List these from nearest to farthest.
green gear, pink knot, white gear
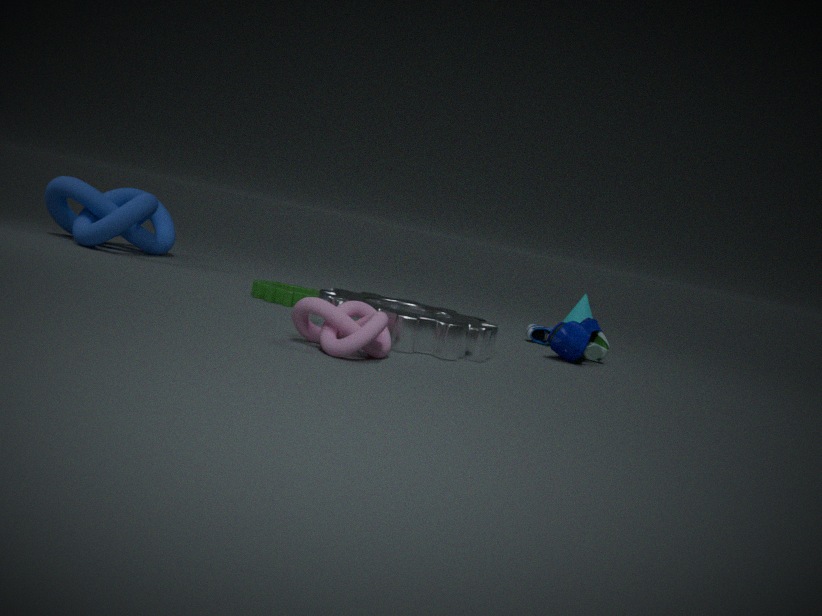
pink knot, white gear, green gear
